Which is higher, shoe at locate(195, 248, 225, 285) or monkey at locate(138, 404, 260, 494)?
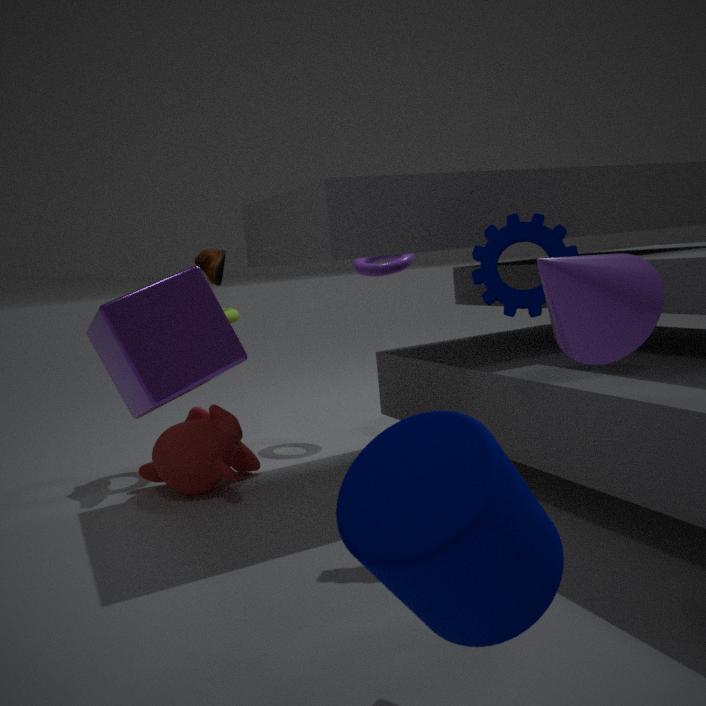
shoe at locate(195, 248, 225, 285)
